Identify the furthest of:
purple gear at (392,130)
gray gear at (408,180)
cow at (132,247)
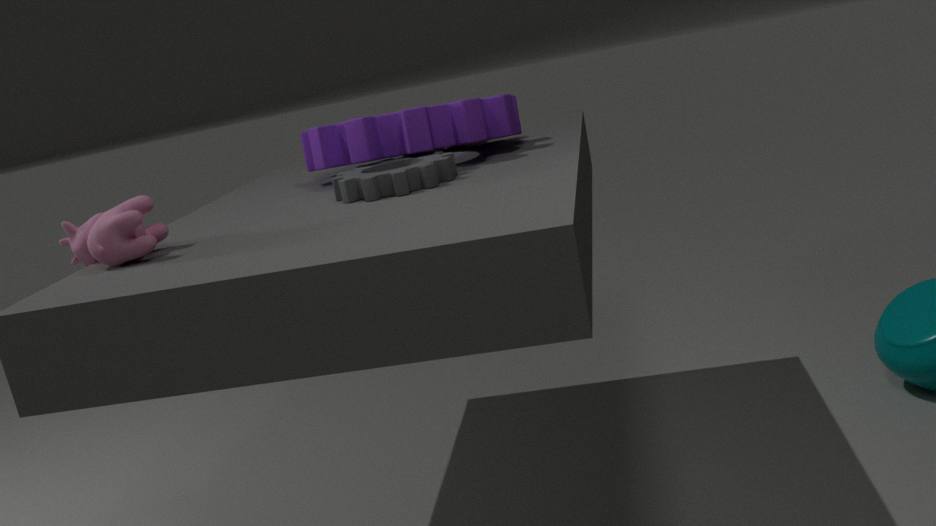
purple gear at (392,130)
